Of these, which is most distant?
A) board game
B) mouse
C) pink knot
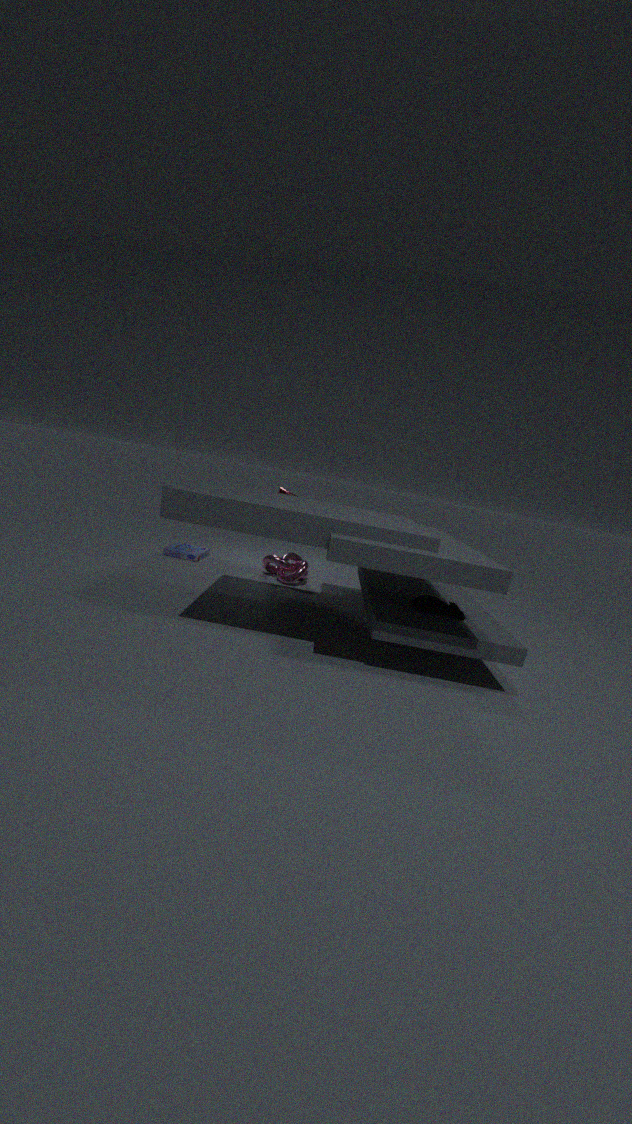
board game
